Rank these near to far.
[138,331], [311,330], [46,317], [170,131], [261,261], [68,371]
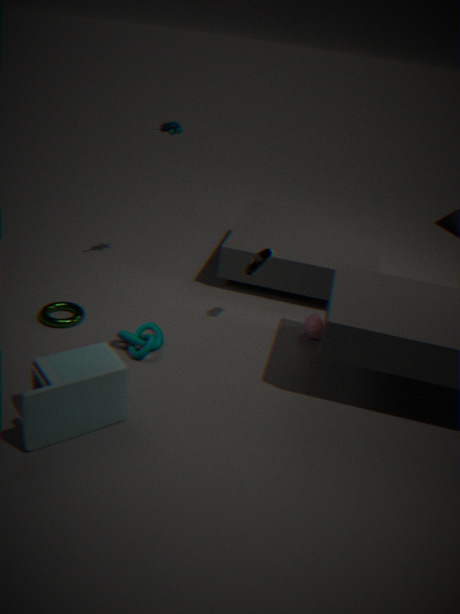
[68,371], [138,331], [46,317], [261,261], [311,330], [170,131]
